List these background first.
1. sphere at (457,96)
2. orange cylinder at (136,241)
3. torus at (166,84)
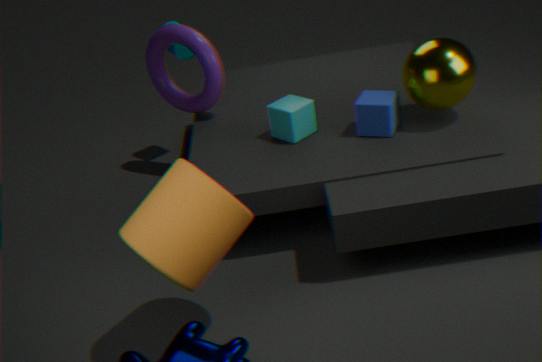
torus at (166,84)
sphere at (457,96)
orange cylinder at (136,241)
